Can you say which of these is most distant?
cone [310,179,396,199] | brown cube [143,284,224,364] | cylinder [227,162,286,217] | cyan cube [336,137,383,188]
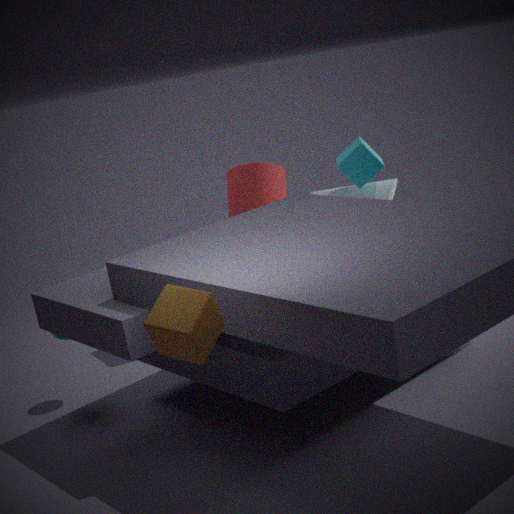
cylinder [227,162,286,217]
